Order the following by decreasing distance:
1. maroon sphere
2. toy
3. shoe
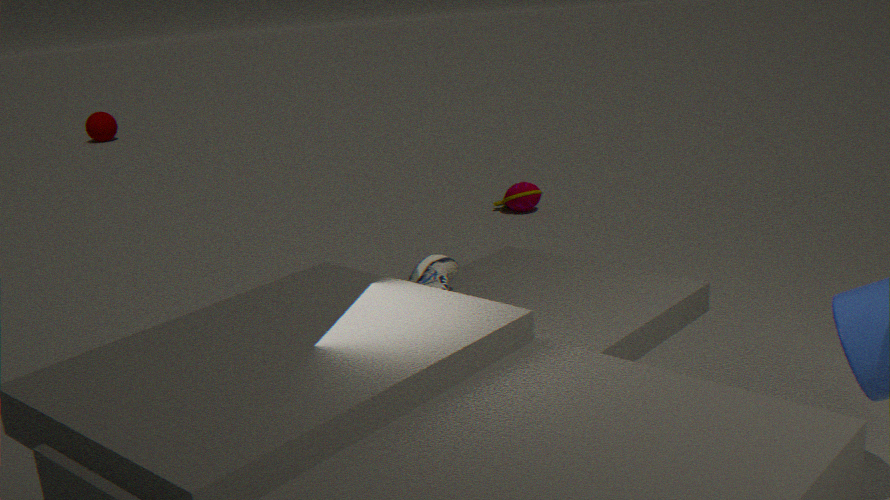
maroon sphere
toy
shoe
